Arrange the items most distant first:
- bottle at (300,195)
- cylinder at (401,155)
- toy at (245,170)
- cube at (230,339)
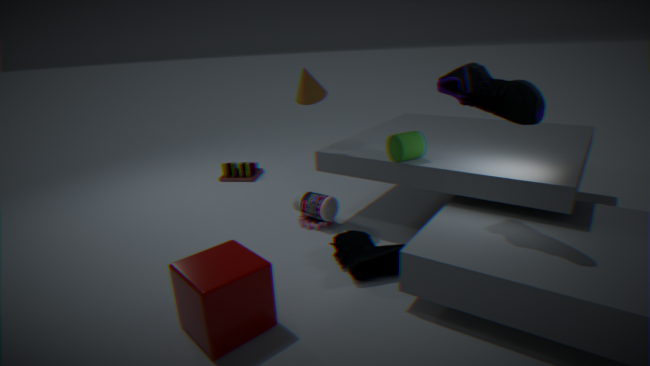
toy at (245,170), bottle at (300,195), cylinder at (401,155), cube at (230,339)
